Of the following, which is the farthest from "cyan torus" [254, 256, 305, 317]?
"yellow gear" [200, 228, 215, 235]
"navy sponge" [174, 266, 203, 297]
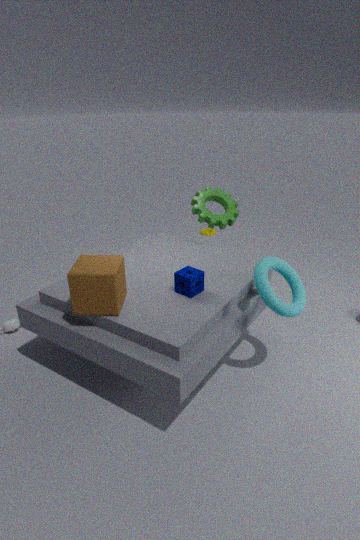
"yellow gear" [200, 228, 215, 235]
